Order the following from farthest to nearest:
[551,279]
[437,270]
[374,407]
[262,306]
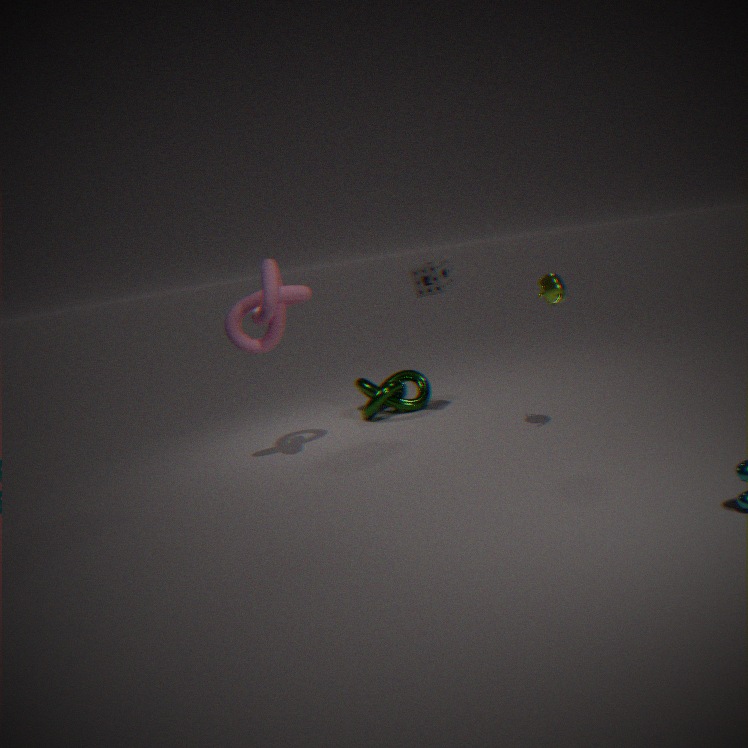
[374,407]
[437,270]
[262,306]
[551,279]
